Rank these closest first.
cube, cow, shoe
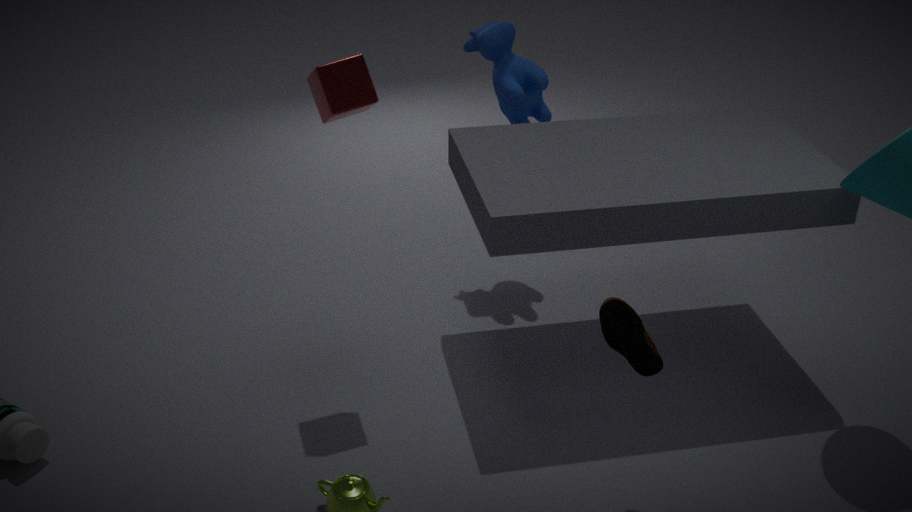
1. shoe
2. cube
3. cow
